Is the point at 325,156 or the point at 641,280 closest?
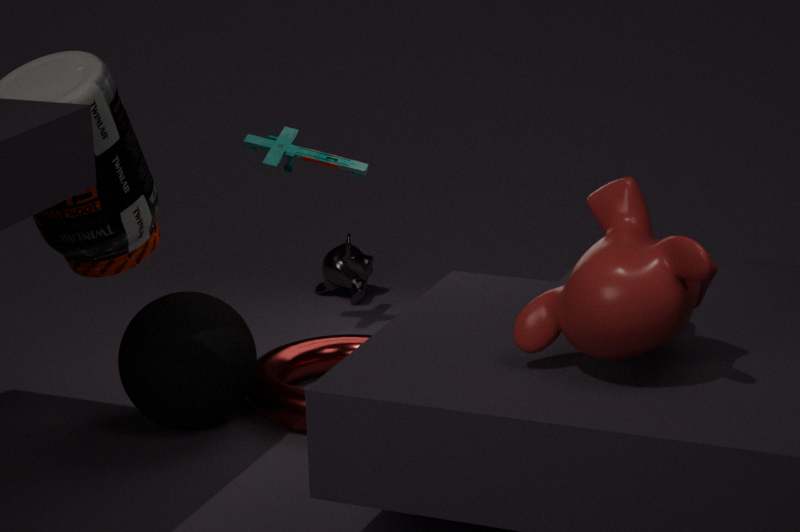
the point at 641,280
